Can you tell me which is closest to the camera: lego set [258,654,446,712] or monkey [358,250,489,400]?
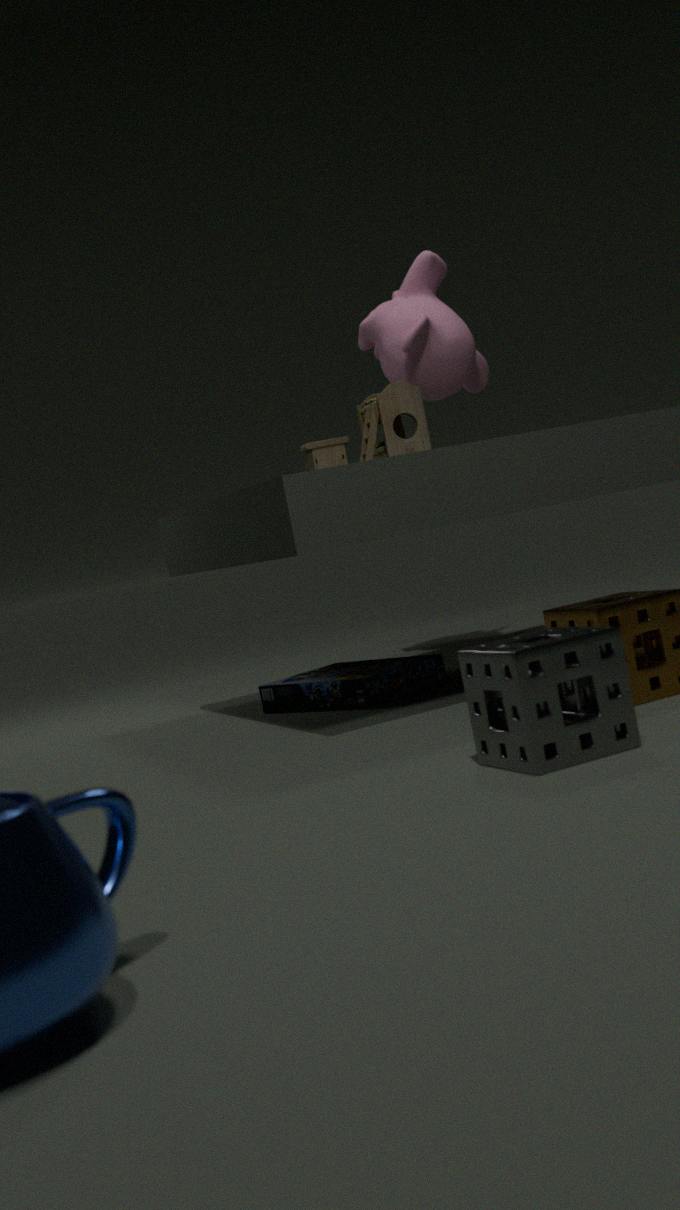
lego set [258,654,446,712]
